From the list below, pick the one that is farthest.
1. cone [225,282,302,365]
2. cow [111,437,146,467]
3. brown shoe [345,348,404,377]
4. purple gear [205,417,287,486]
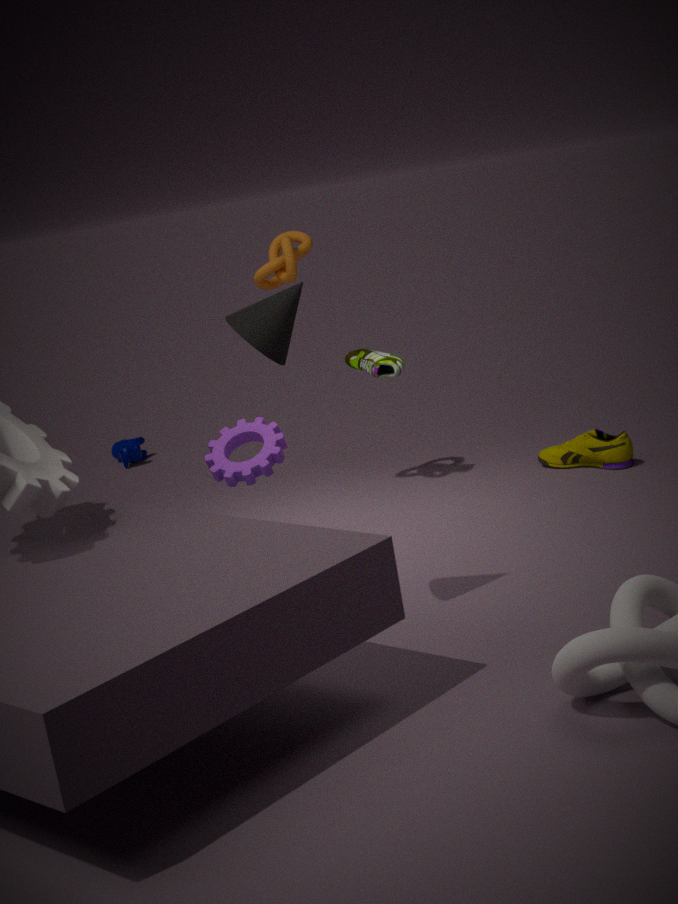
cow [111,437,146,467]
